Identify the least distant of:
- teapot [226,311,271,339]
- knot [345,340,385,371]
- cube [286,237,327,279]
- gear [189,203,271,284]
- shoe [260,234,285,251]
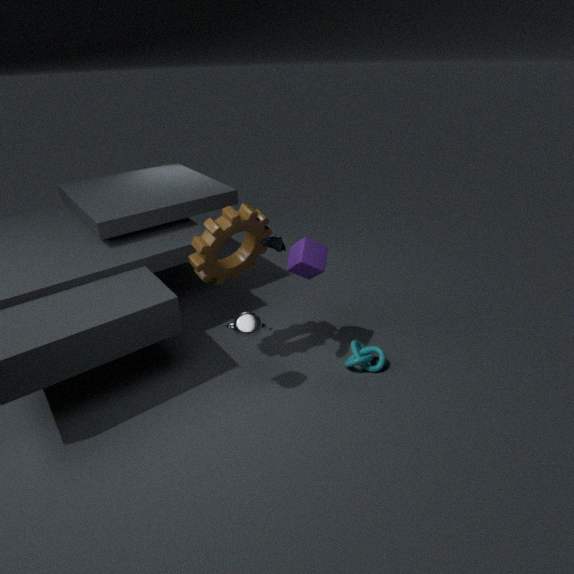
shoe [260,234,285,251]
